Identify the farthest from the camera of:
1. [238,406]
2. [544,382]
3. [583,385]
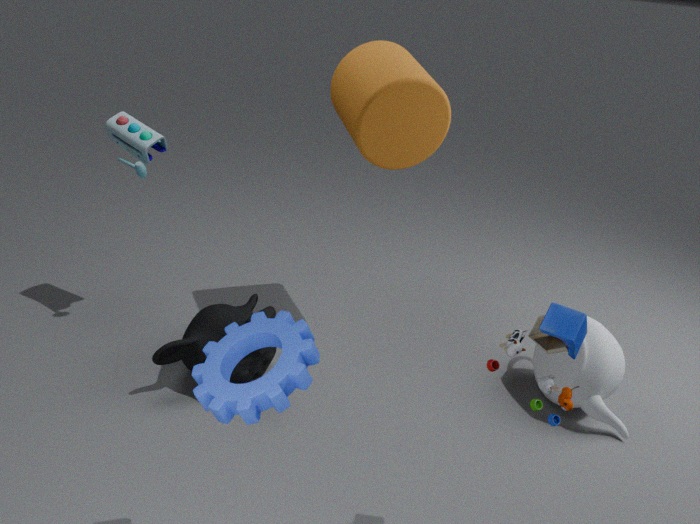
[583,385]
